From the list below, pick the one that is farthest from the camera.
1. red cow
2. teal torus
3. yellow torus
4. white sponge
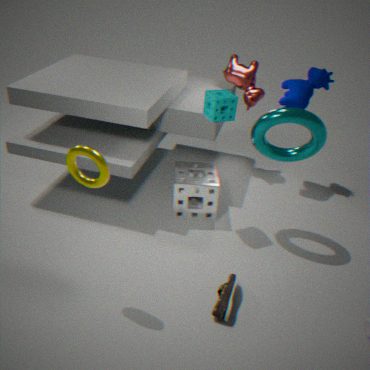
red cow
